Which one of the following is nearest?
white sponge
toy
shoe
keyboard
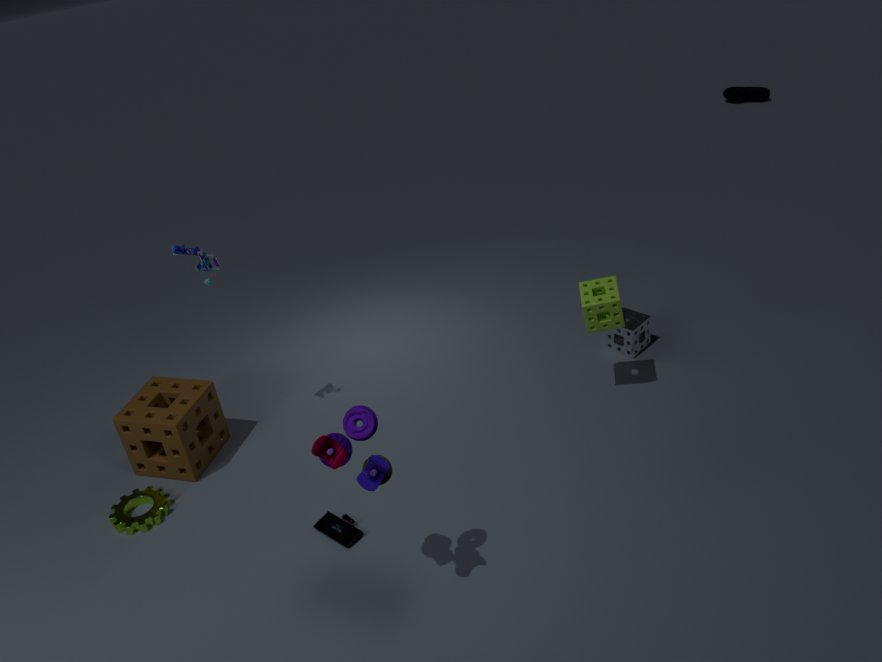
toy
